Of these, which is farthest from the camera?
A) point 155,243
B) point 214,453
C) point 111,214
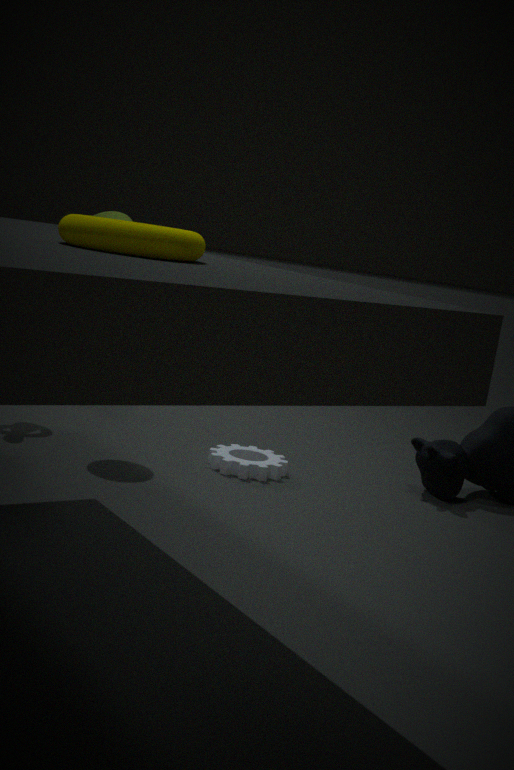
point 214,453
